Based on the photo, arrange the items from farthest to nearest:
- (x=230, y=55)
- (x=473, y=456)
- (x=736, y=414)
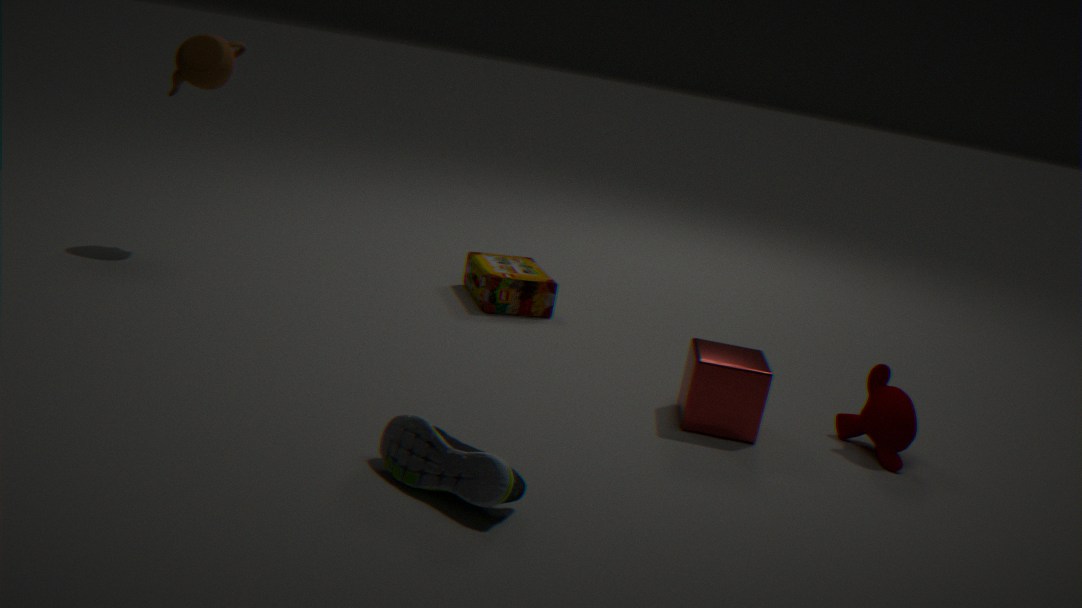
(x=230, y=55), (x=736, y=414), (x=473, y=456)
